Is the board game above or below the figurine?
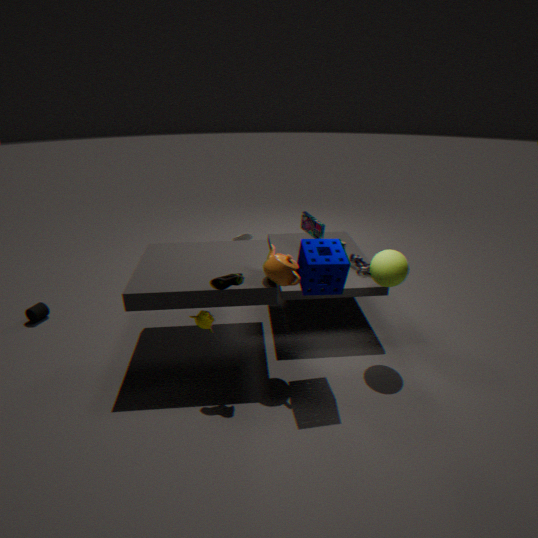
above
